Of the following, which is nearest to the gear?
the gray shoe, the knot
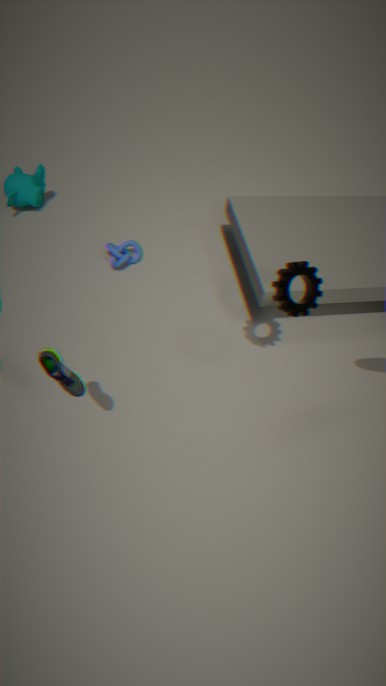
the gray shoe
